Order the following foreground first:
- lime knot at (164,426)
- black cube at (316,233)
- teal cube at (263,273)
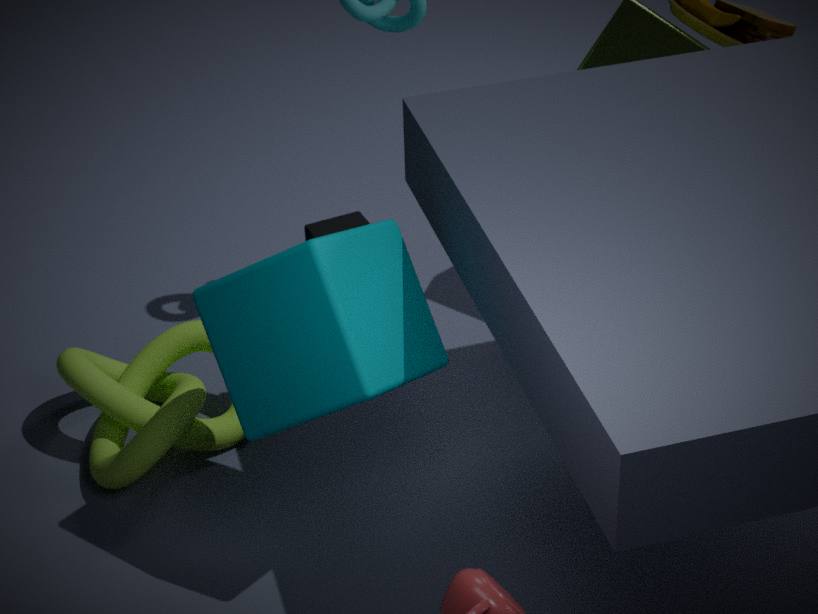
teal cube at (263,273) < lime knot at (164,426) < black cube at (316,233)
